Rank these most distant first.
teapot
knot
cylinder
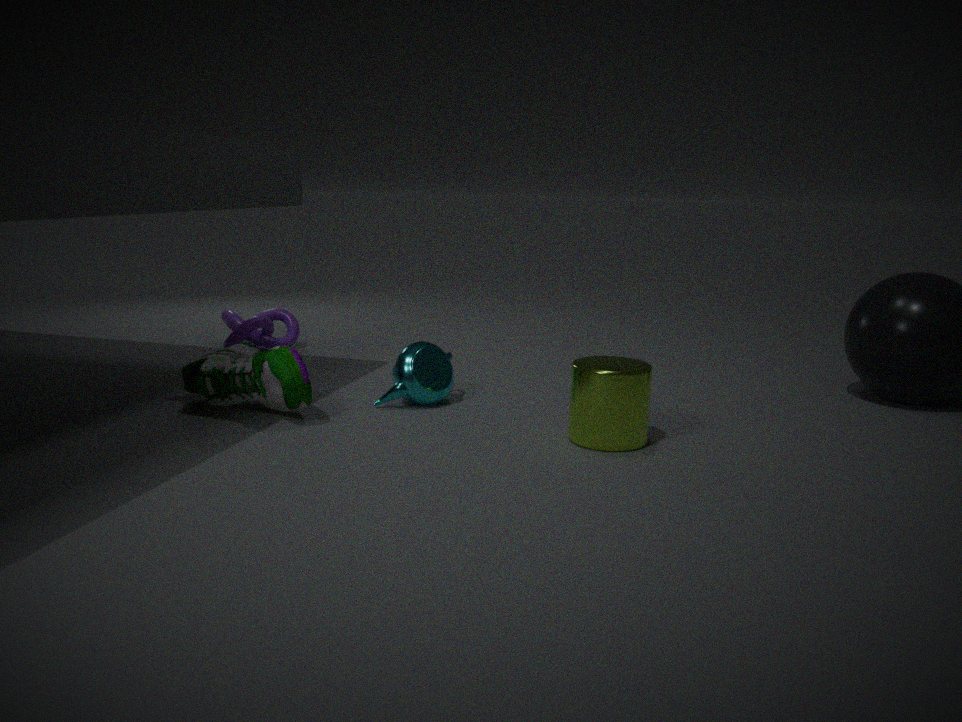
knot
teapot
cylinder
